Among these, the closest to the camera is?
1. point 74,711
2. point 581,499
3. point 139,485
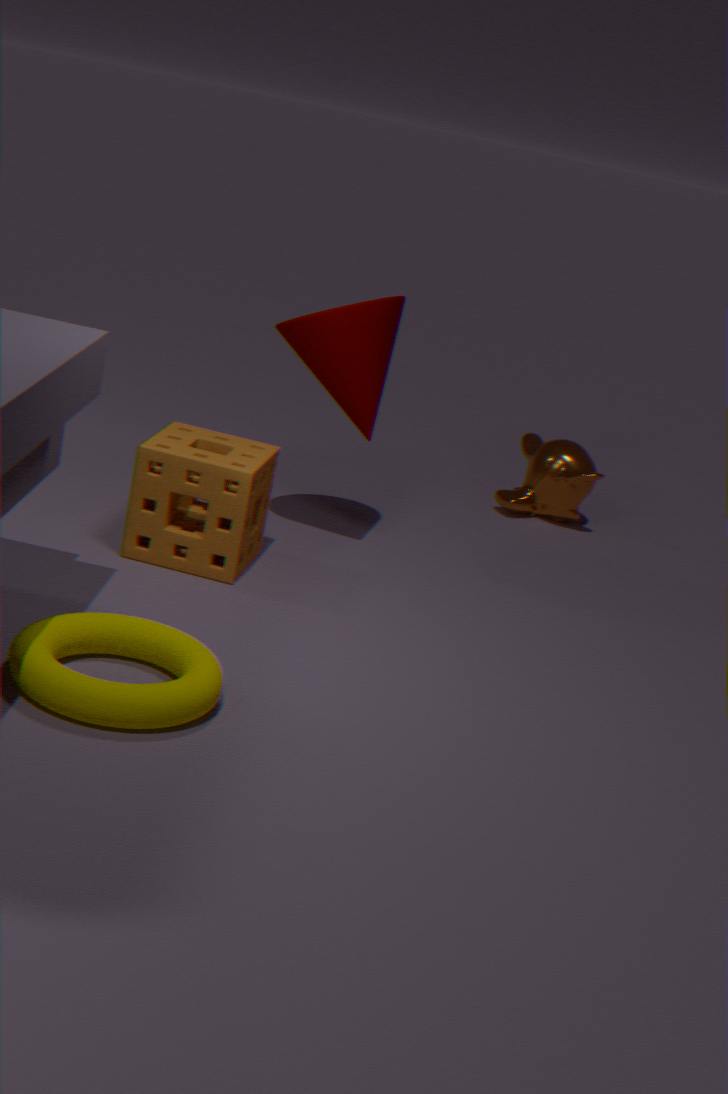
point 74,711
